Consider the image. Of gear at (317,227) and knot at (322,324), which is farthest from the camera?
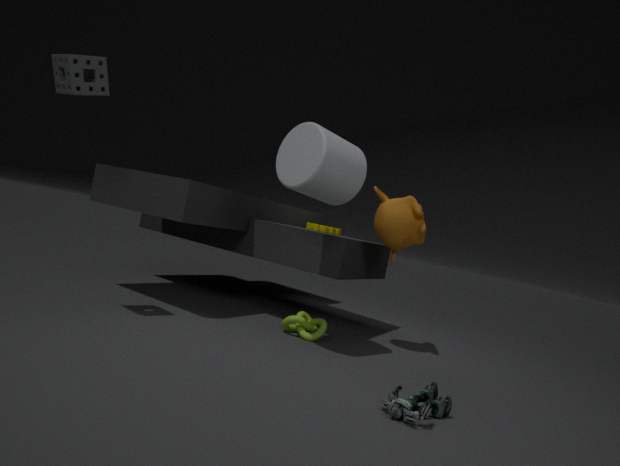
gear at (317,227)
